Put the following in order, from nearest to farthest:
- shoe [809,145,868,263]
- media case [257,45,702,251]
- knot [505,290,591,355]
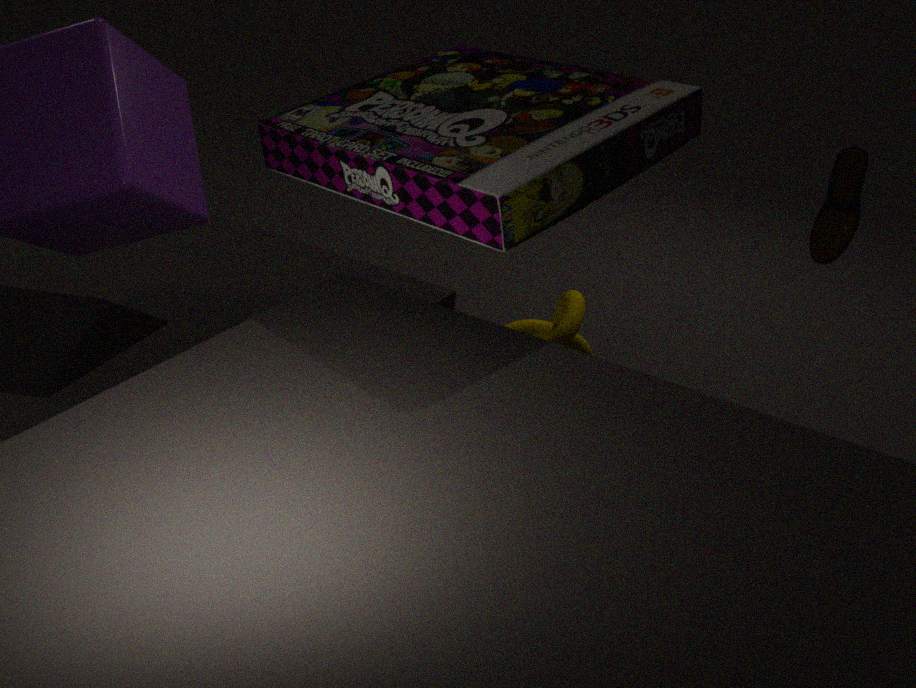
media case [257,45,702,251] < knot [505,290,591,355] < shoe [809,145,868,263]
